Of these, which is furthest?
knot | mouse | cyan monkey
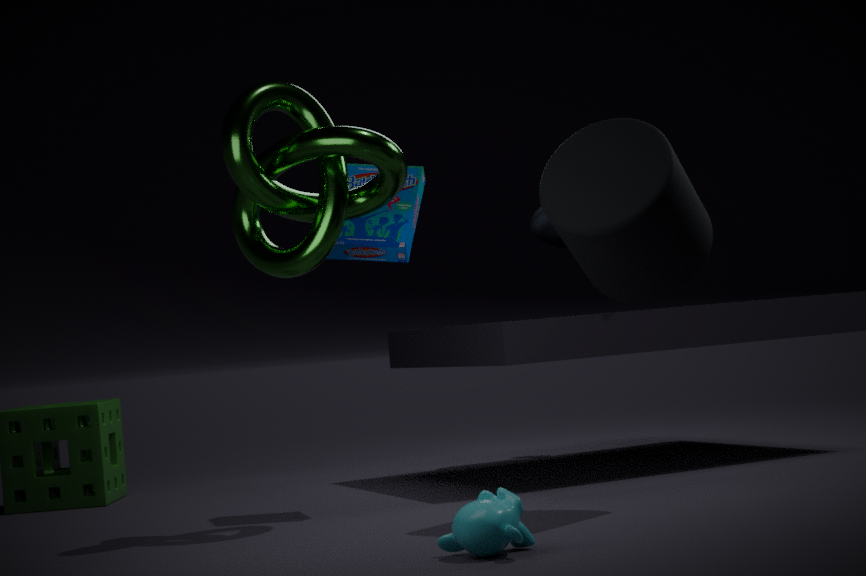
mouse
